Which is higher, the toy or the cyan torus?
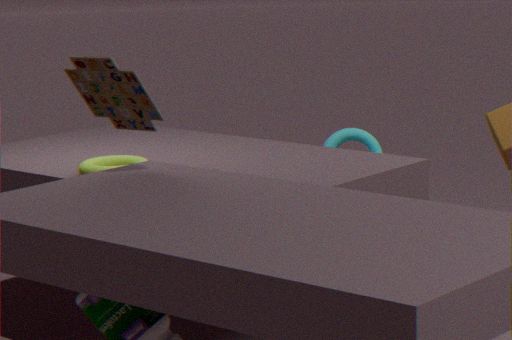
the toy
